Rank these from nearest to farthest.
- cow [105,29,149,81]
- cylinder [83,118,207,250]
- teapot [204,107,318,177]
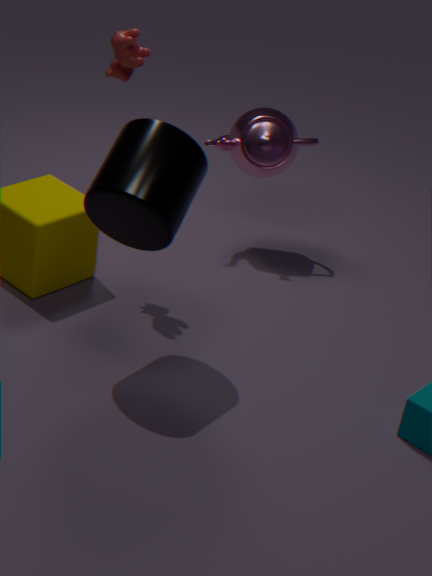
1. cylinder [83,118,207,250]
2. cow [105,29,149,81]
3. teapot [204,107,318,177]
